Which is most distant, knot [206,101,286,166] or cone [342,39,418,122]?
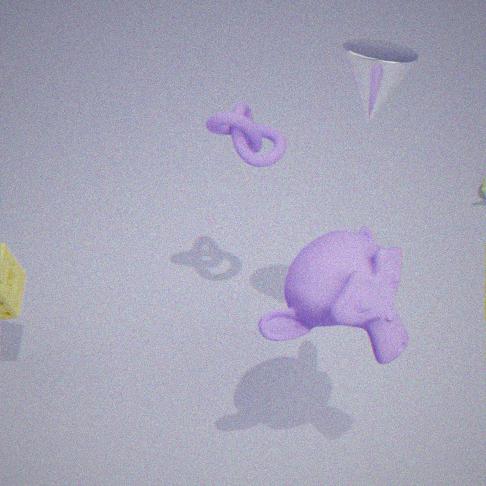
knot [206,101,286,166]
